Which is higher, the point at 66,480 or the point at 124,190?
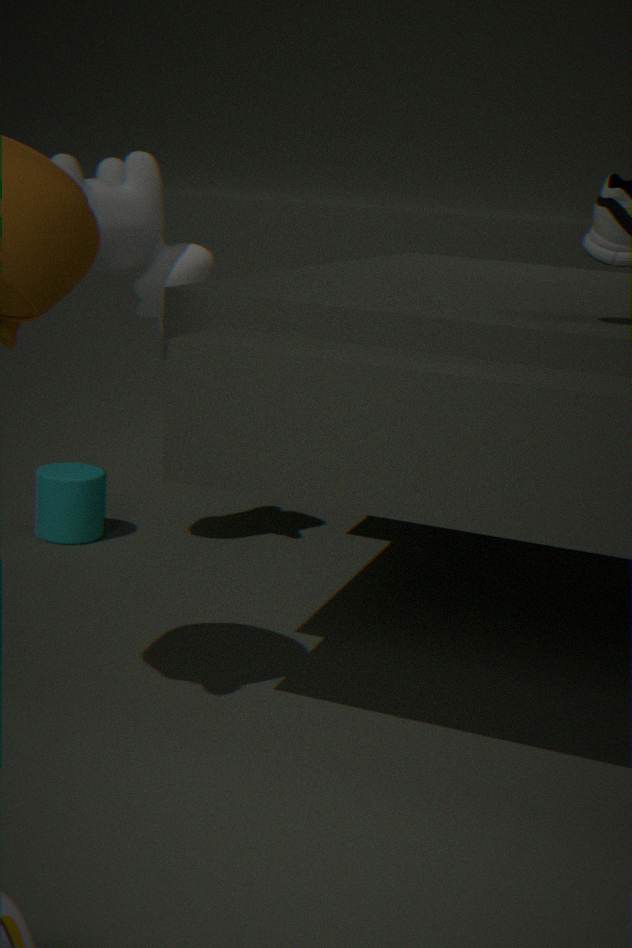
the point at 124,190
